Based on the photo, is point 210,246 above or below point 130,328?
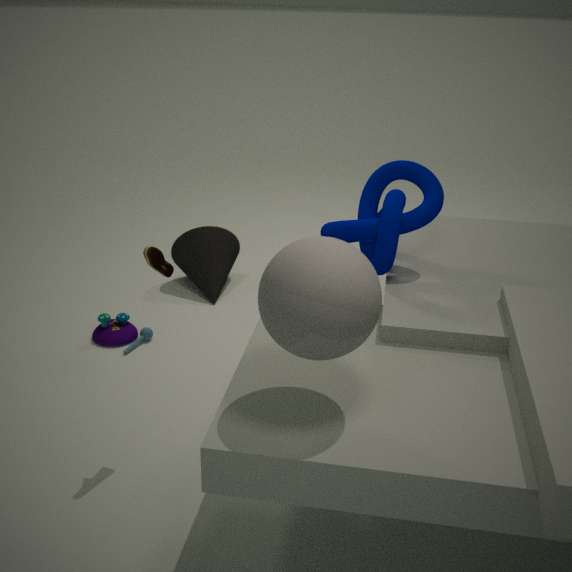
above
